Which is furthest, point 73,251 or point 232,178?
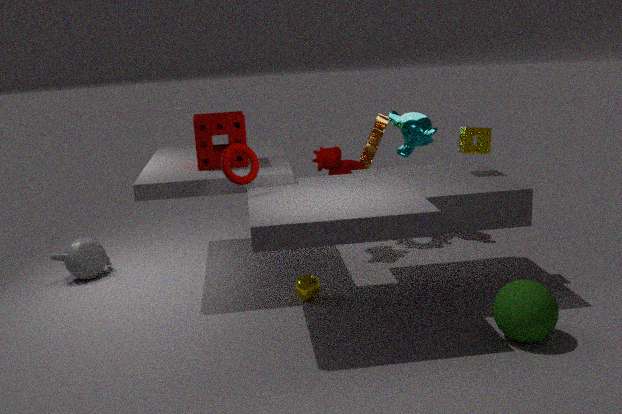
point 73,251
